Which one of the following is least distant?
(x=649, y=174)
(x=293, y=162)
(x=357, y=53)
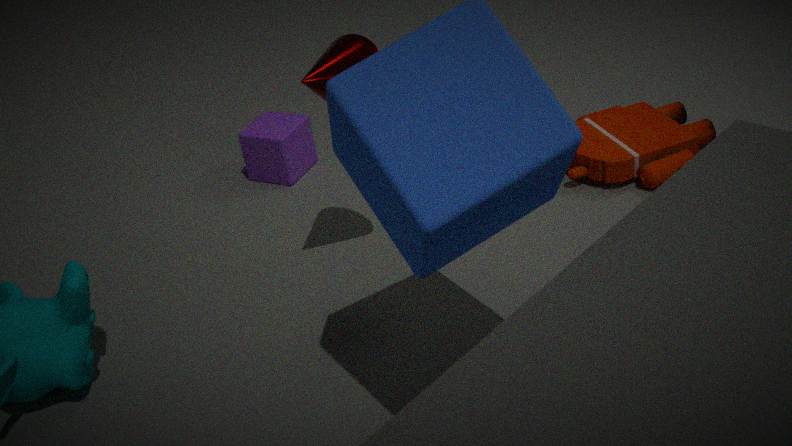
(x=357, y=53)
